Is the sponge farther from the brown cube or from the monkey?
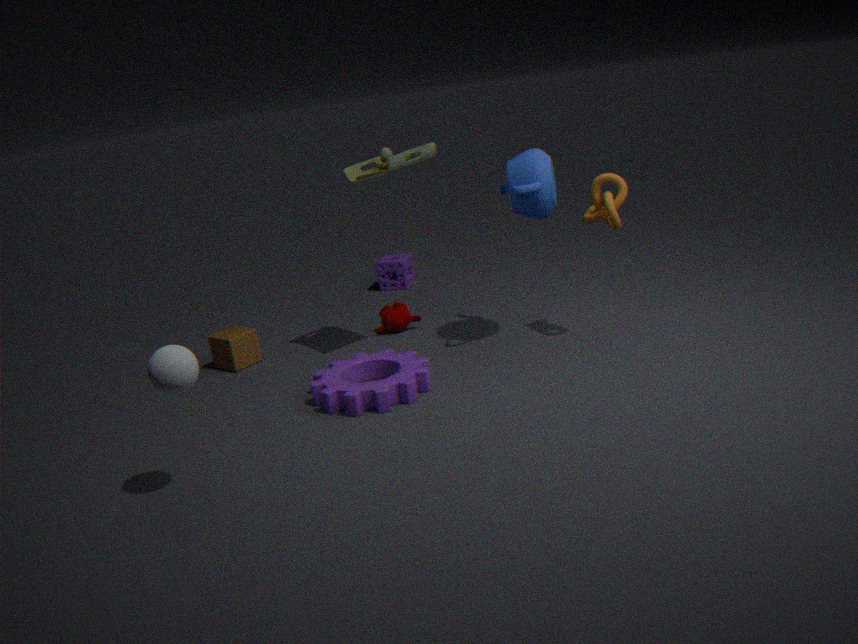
the brown cube
